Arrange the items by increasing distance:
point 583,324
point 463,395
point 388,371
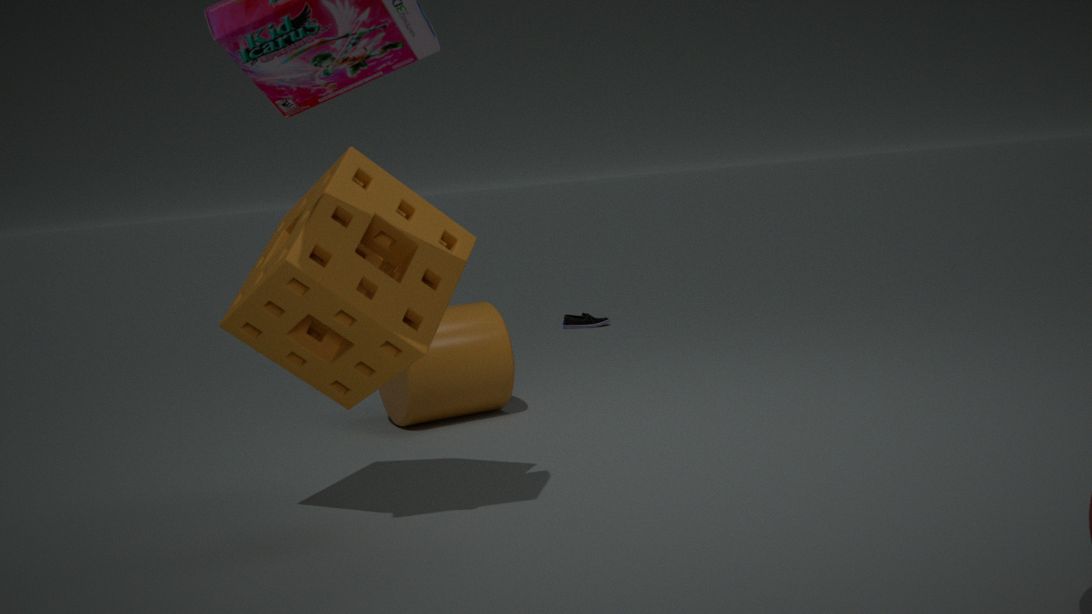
point 388,371 < point 463,395 < point 583,324
